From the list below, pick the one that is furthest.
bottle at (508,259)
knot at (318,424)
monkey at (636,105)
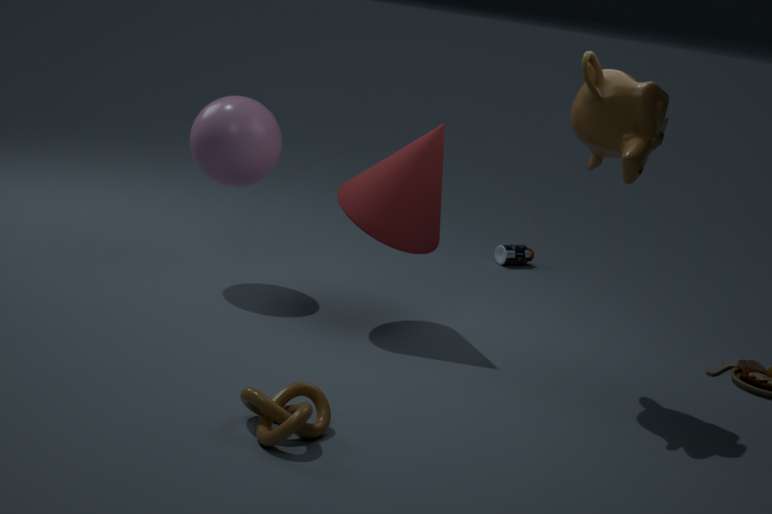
bottle at (508,259)
